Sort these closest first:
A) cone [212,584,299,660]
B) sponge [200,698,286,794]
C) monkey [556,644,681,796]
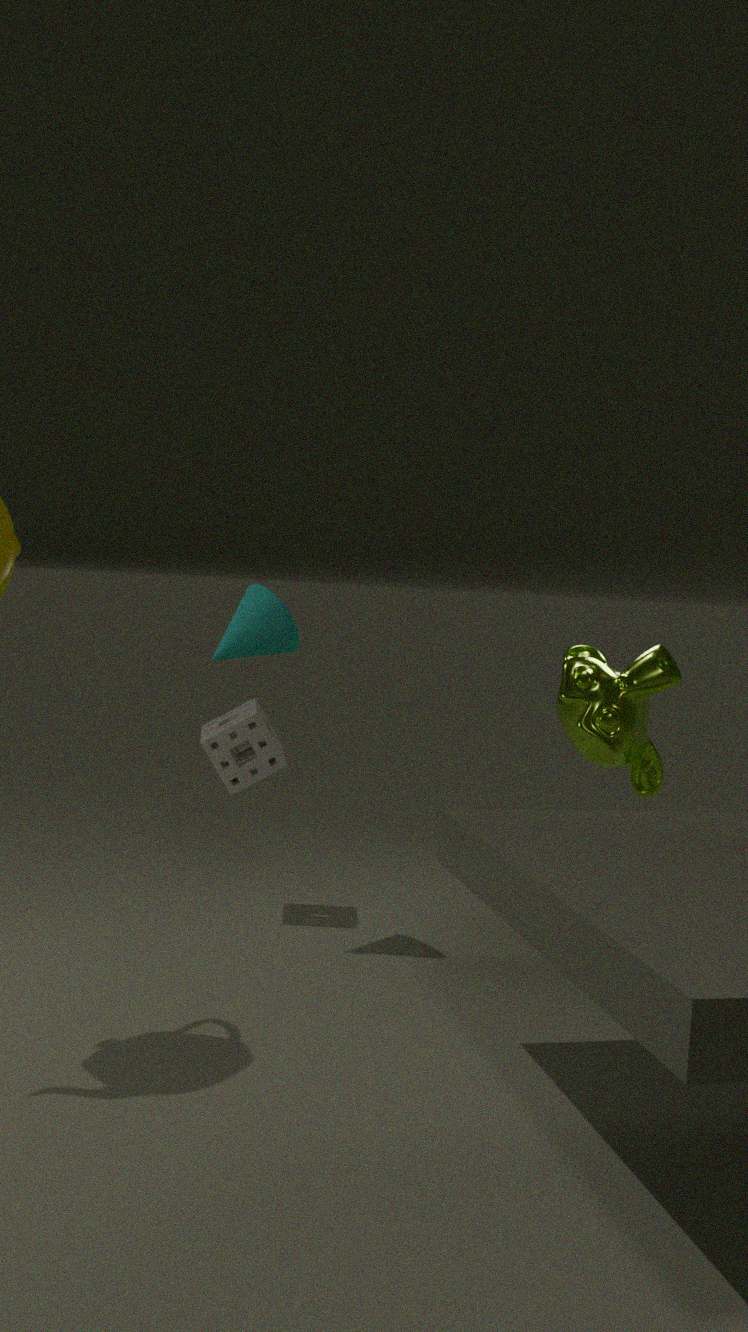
cone [212,584,299,660]
monkey [556,644,681,796]
sponge [200,698,286,794]
